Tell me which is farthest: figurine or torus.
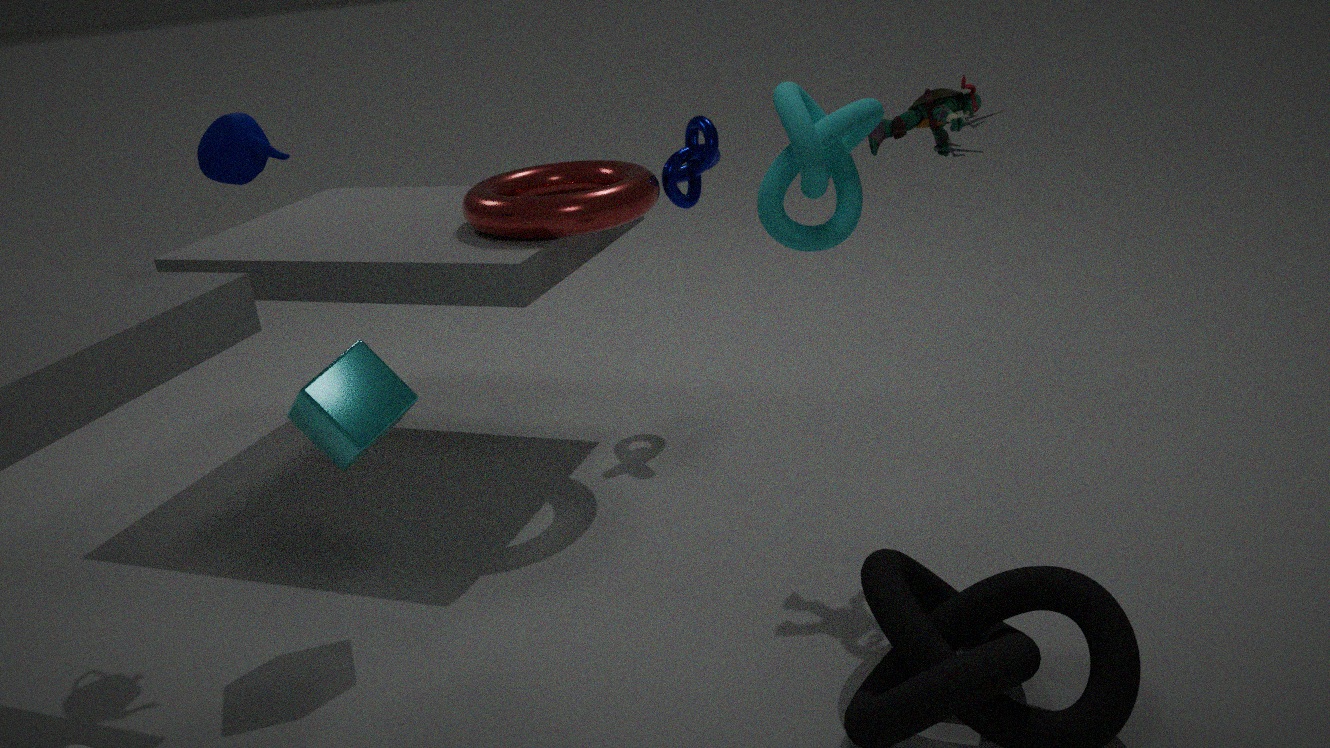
torus
